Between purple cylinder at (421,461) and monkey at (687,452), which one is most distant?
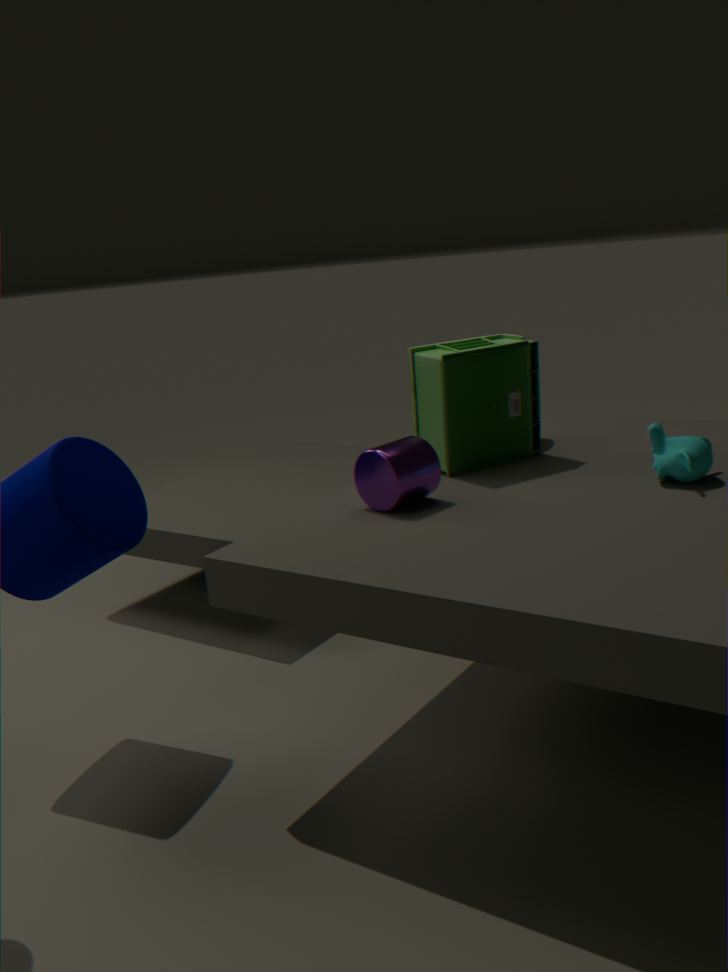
monkey at (687,452)
